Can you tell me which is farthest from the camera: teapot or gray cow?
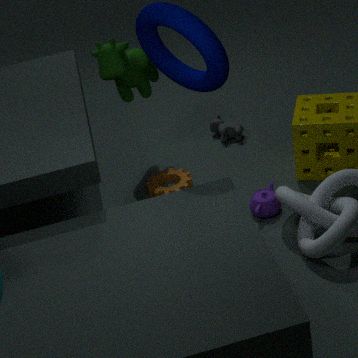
gray cow
